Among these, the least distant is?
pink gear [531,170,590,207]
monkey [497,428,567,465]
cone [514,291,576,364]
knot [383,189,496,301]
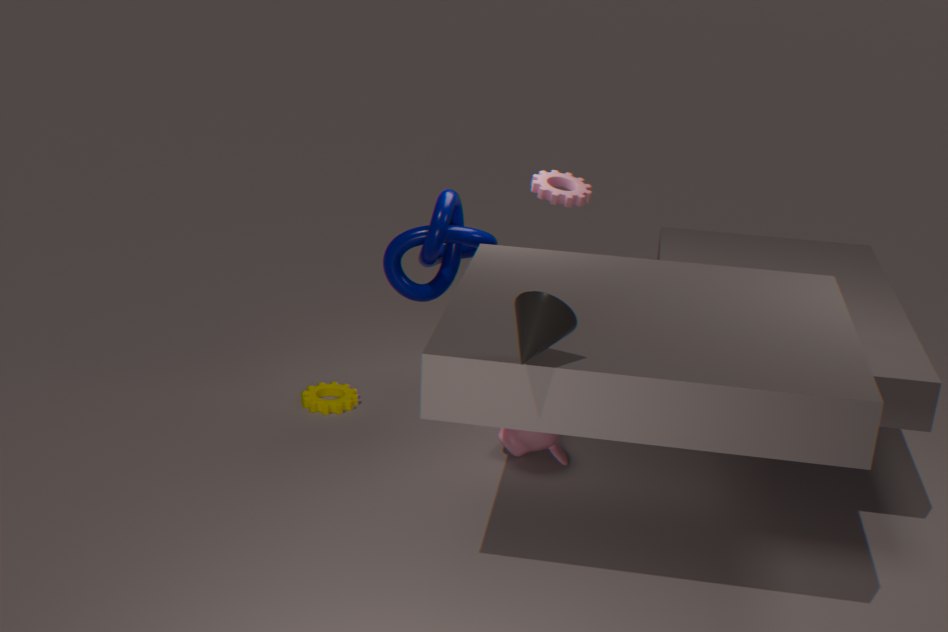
cone [514,291,576,364]
